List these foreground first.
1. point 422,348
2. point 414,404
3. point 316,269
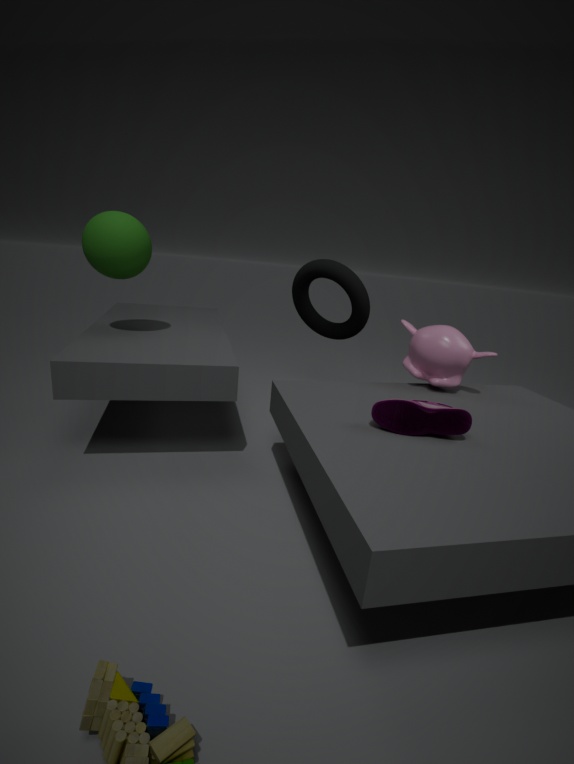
point 414,404, point 422,348, point 316,269
